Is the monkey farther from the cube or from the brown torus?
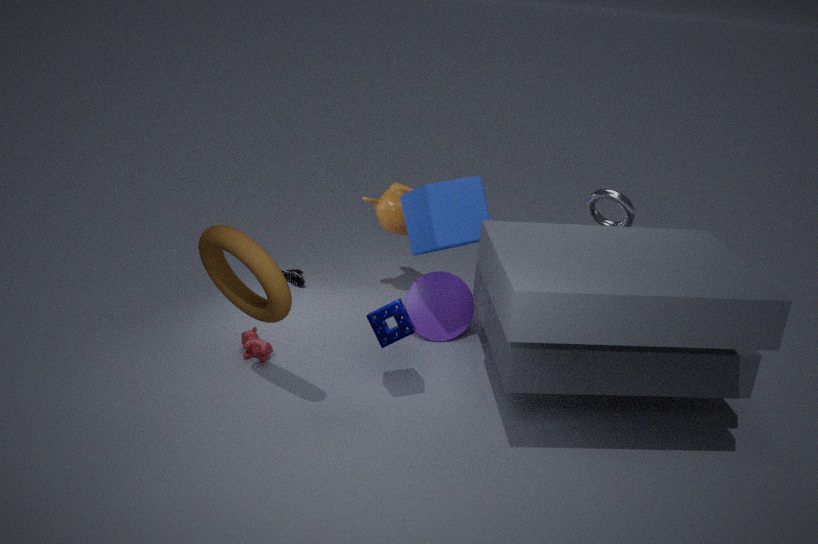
the brown torus
